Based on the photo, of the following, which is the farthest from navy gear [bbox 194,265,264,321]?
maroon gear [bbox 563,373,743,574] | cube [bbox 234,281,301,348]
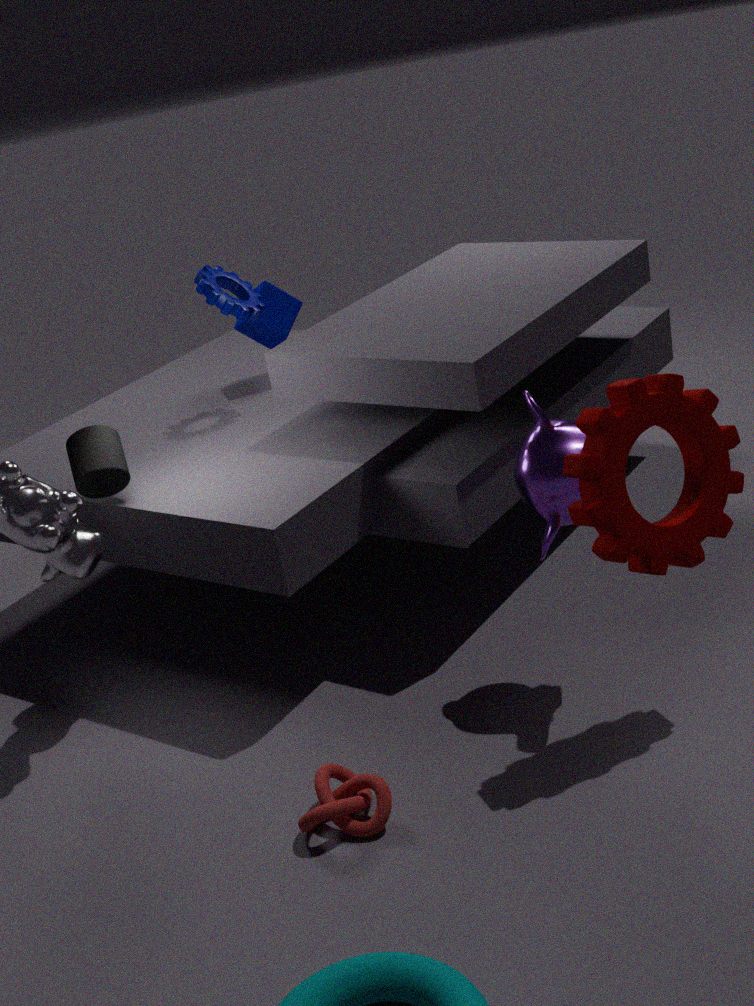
maroon gear [bbox 563,373,743,574]
